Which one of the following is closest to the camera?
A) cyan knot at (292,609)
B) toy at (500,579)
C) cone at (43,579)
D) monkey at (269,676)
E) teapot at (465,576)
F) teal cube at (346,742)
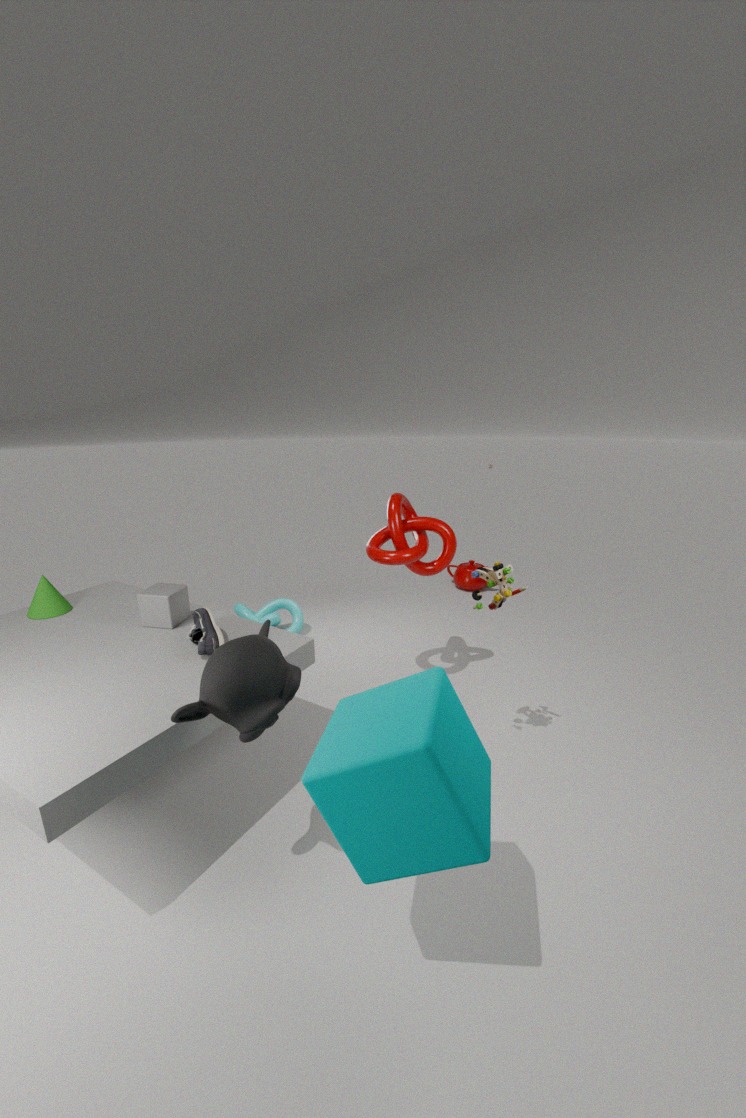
teal cube at (346,742)
